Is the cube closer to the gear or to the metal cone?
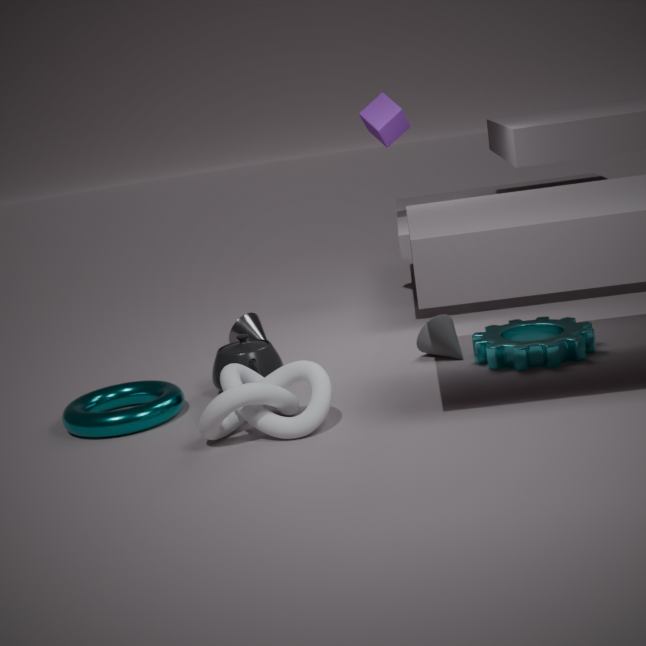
the metal cone
